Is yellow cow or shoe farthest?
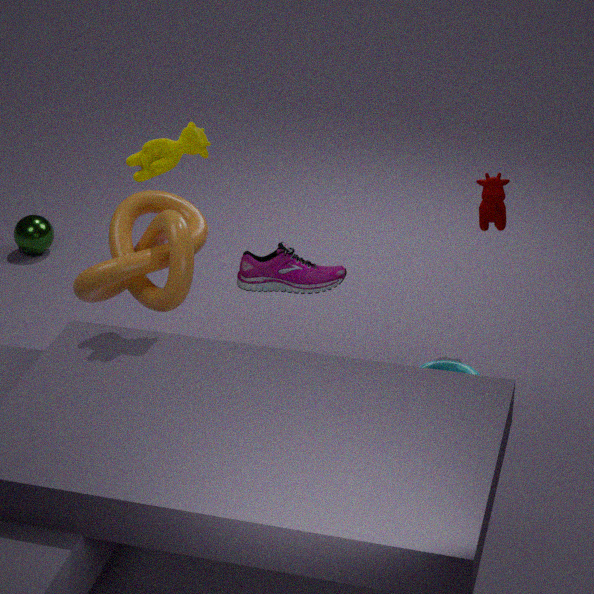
shoe
